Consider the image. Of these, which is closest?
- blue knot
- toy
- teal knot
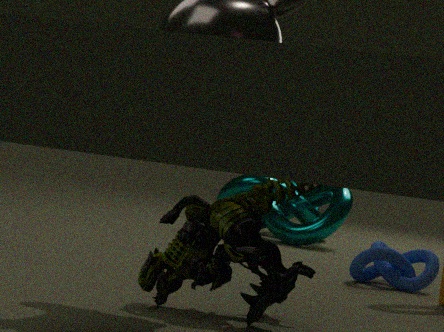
toy
